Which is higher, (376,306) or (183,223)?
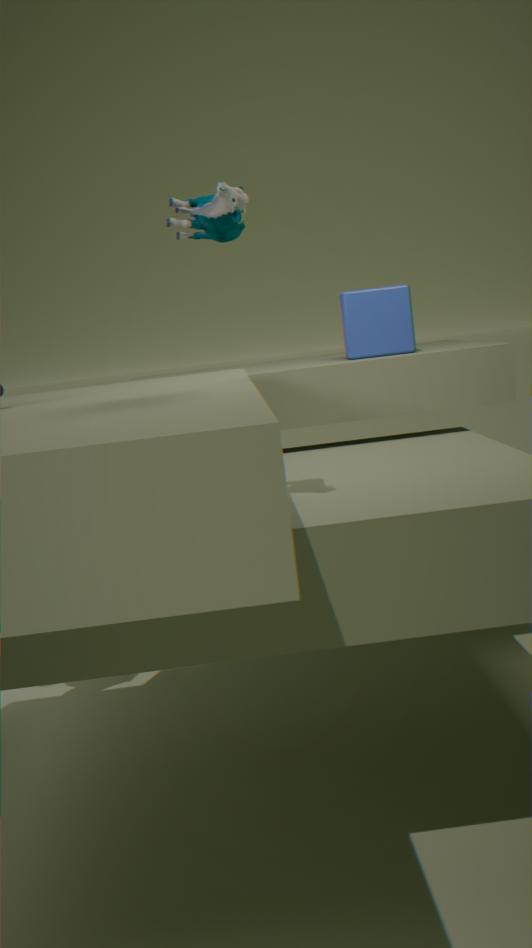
(183,223)
